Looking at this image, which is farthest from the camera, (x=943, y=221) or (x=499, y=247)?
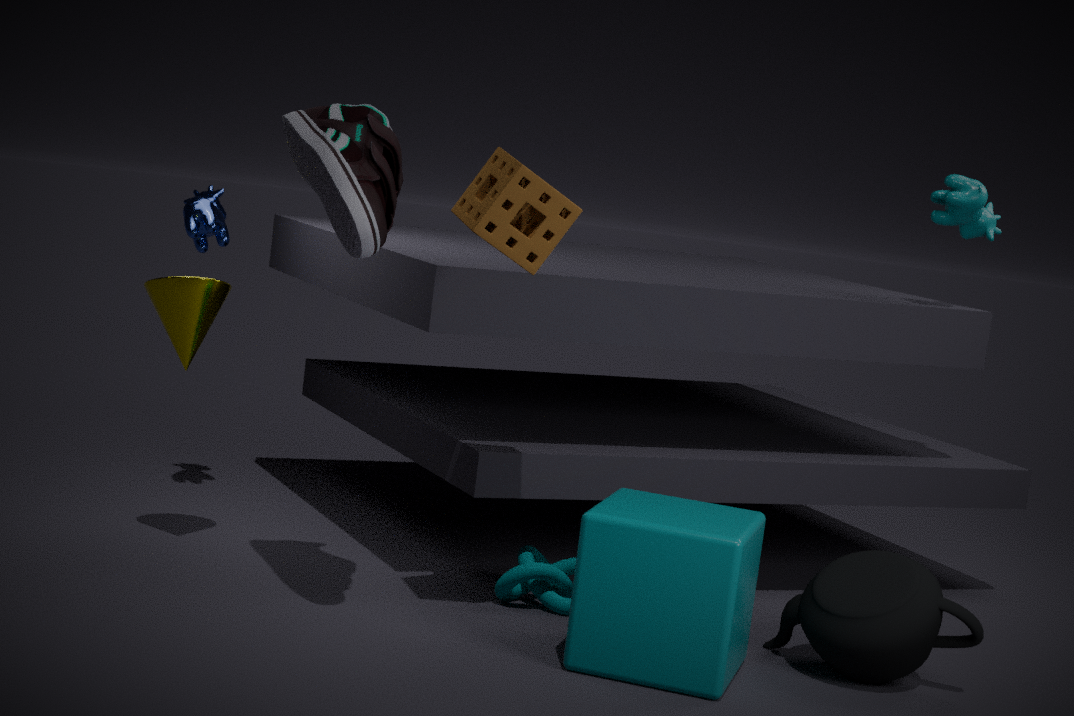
(x=943, y=221)
